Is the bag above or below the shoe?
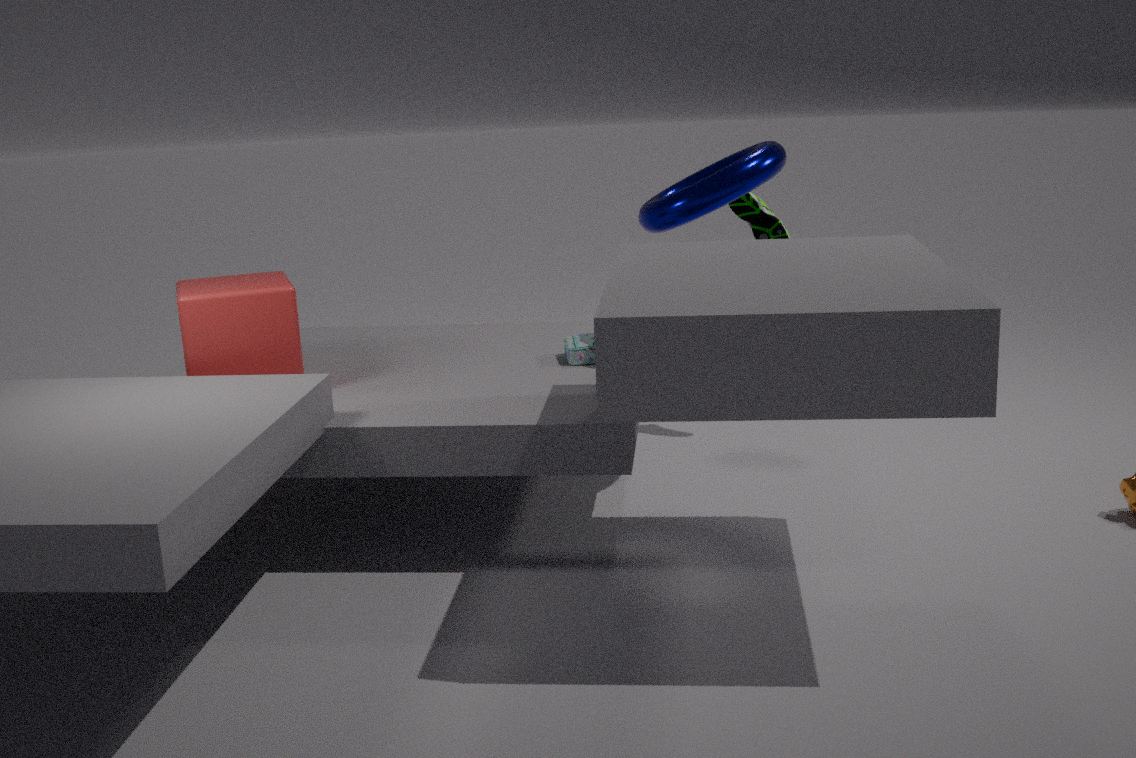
below
